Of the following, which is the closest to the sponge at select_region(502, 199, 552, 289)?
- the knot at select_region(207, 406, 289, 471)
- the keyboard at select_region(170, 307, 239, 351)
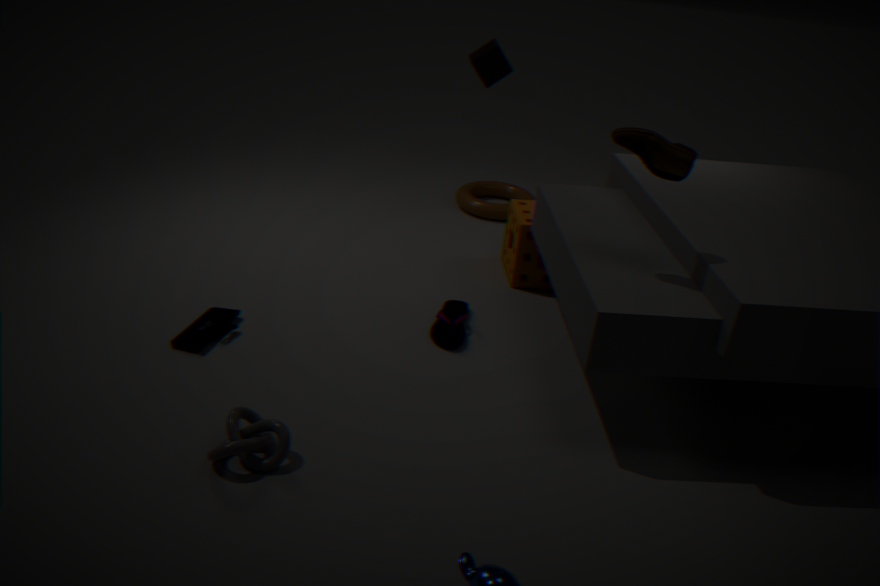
the keyboard at select_region(170, 307, 239, 351)
